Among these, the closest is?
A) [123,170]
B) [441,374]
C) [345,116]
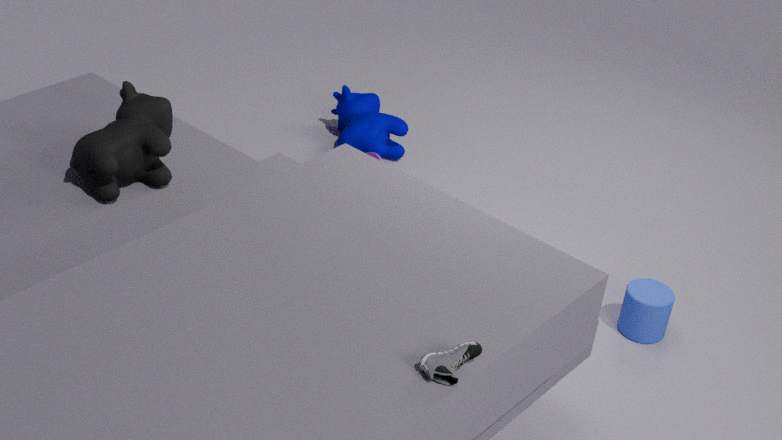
[441,374]
